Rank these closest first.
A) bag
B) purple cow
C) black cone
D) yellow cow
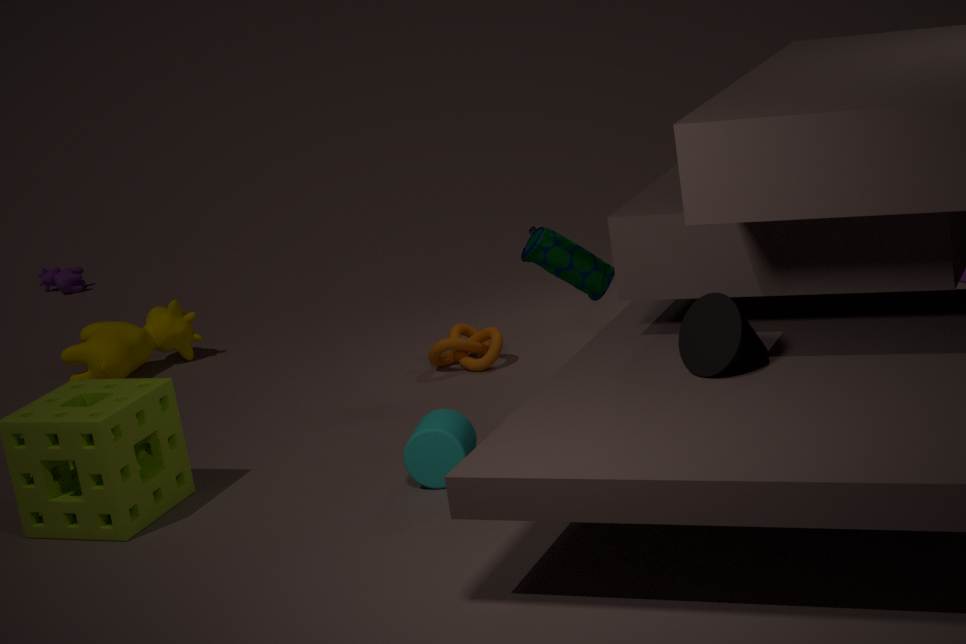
black cone → bag → yellow cow → purple cow
